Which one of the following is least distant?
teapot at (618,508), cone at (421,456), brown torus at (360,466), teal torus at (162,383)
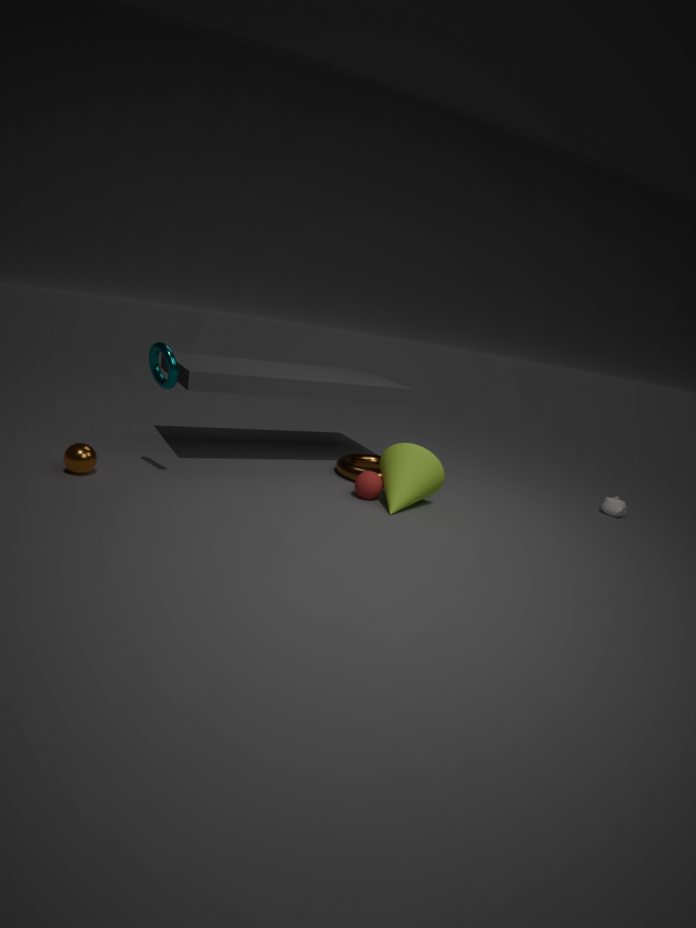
teal torus at (162,383)
